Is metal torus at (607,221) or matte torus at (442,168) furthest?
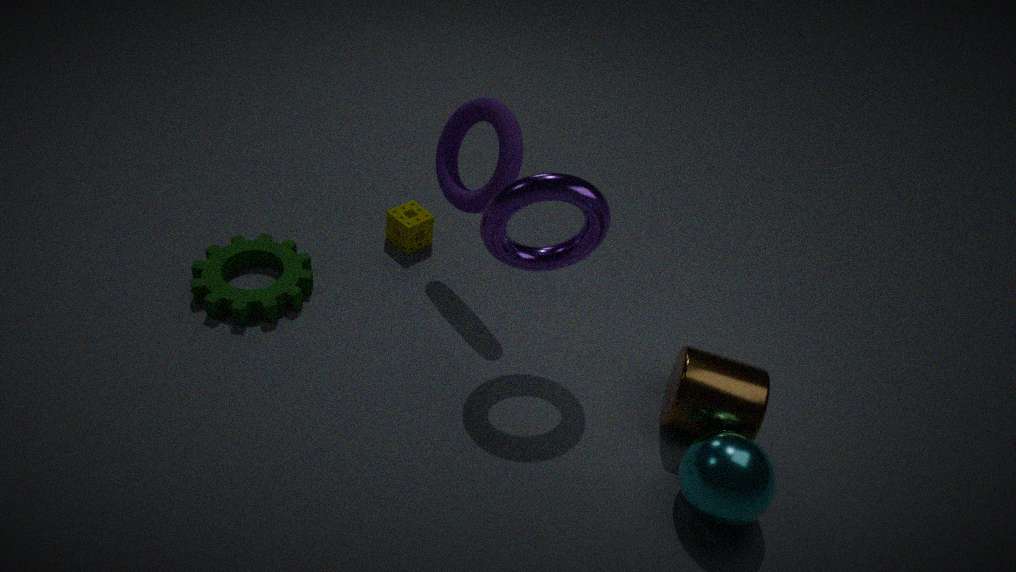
matte torus at (442,168)
